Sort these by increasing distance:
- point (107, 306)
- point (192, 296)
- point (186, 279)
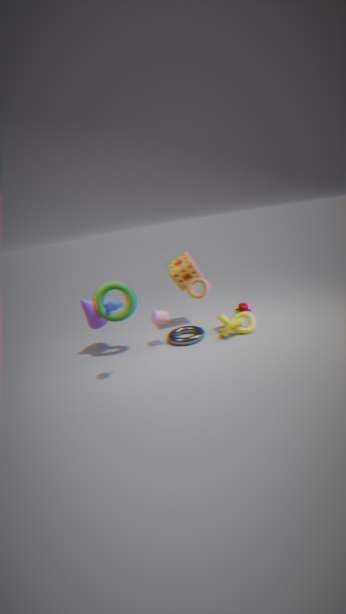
point (107, 306), point (192, 296), point (186, 279)
